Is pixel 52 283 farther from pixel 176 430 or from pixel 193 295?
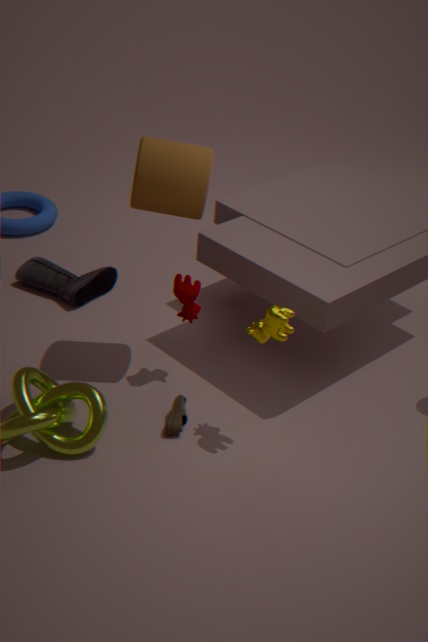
pixel 176 430
